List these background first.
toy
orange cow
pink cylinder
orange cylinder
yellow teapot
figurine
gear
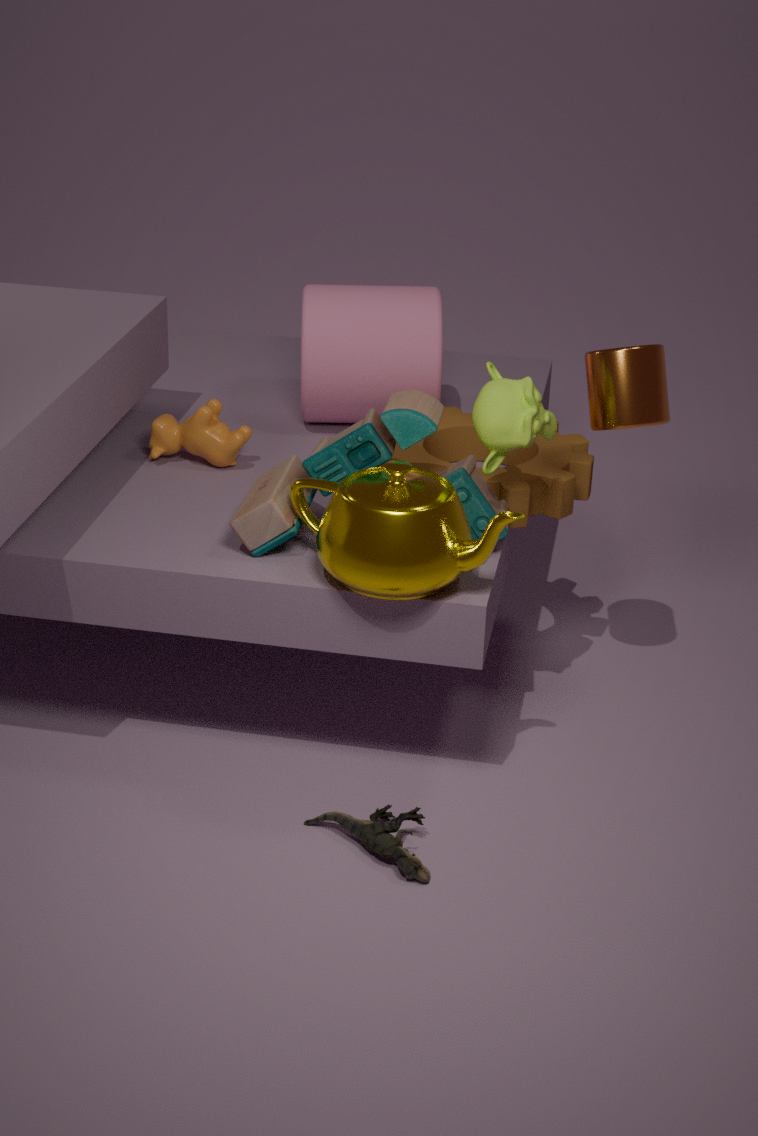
pink cylinder < orange cow < gear < orange cylinder < toy < figurine < yellow teapot
